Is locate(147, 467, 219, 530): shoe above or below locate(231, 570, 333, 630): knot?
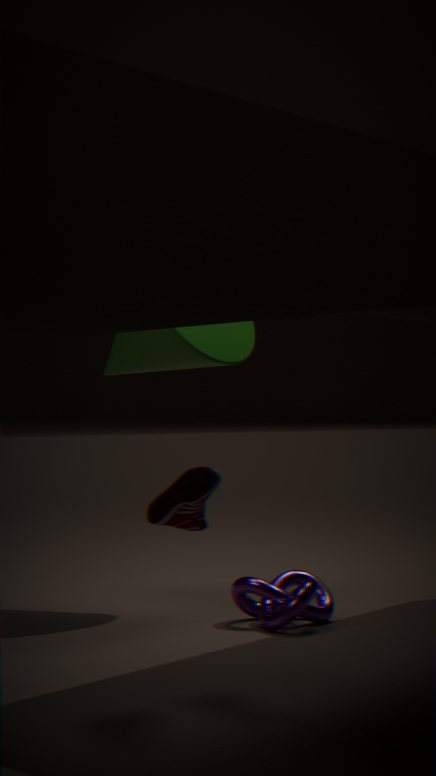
above
